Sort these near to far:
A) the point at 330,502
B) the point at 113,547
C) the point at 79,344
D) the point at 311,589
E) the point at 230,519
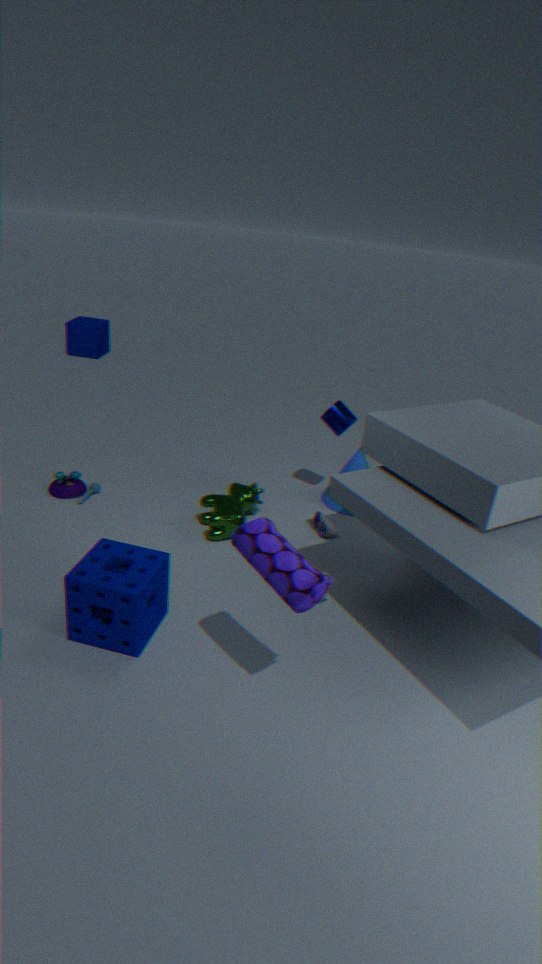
the point at 311,589, the point at 113,547, the point at 230,519, the point at 330,502, the point at 79,344
